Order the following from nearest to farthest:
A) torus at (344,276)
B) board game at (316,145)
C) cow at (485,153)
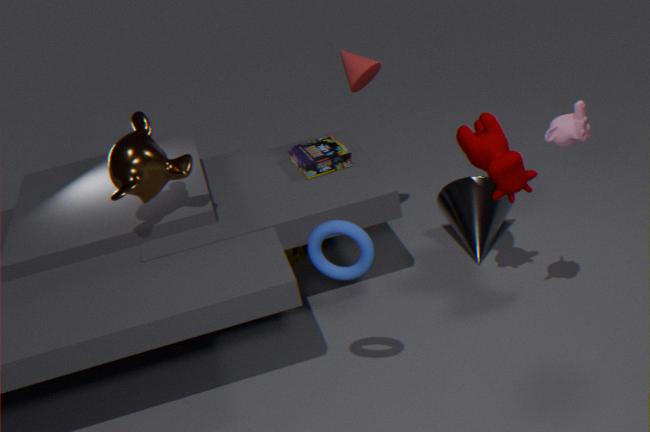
torus at (344,276) < cow at (485,153) < board game at (316,145)
